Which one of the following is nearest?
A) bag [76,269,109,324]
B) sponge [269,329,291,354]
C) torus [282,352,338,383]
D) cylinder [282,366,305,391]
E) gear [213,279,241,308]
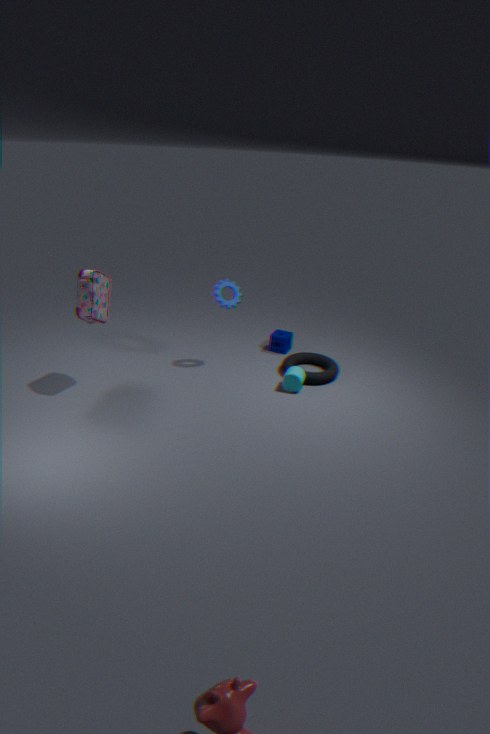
bag [76,269,109,324]
